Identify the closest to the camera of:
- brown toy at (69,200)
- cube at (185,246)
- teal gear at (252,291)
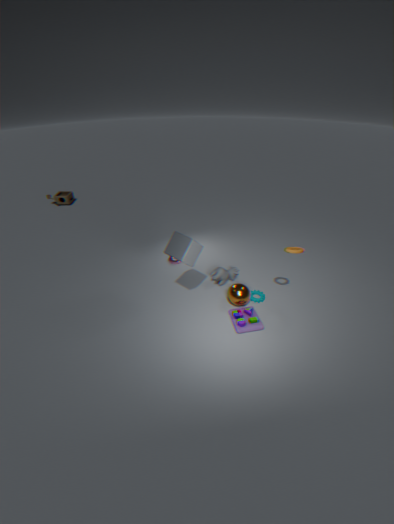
cube at (185,246)
